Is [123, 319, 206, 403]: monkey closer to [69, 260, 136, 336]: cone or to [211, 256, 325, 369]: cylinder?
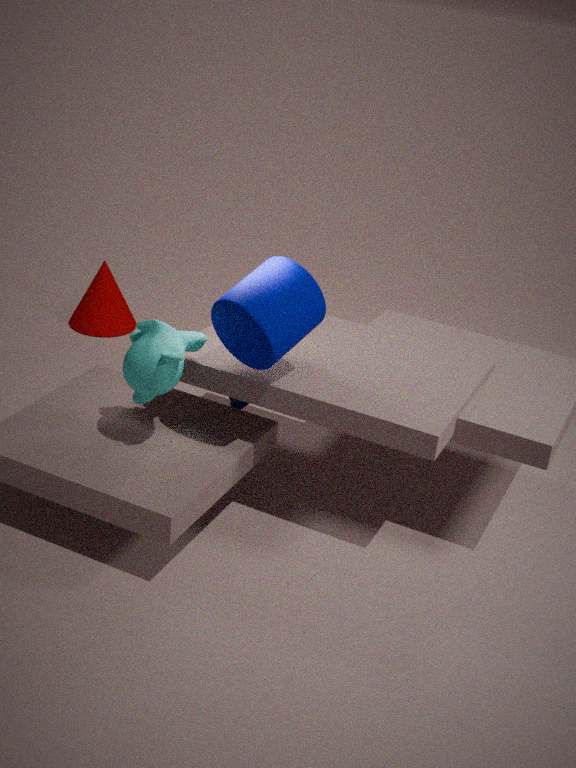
[211, 256, 325, 369]: cylinder
